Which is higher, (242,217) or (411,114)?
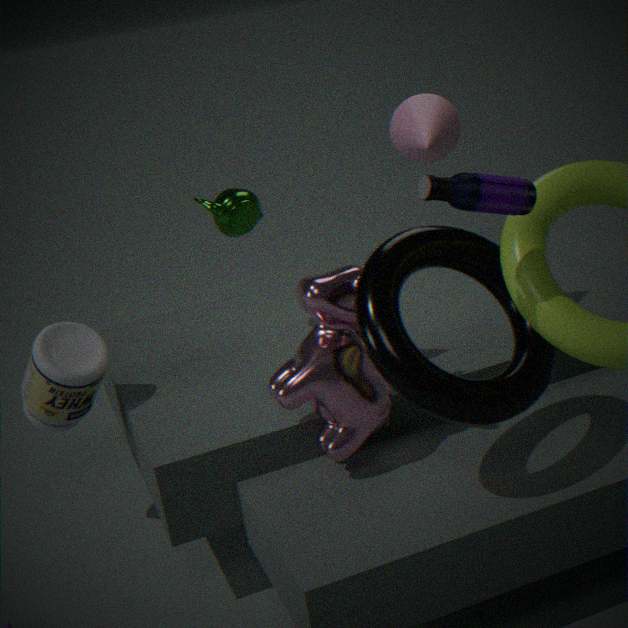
(411,114)
